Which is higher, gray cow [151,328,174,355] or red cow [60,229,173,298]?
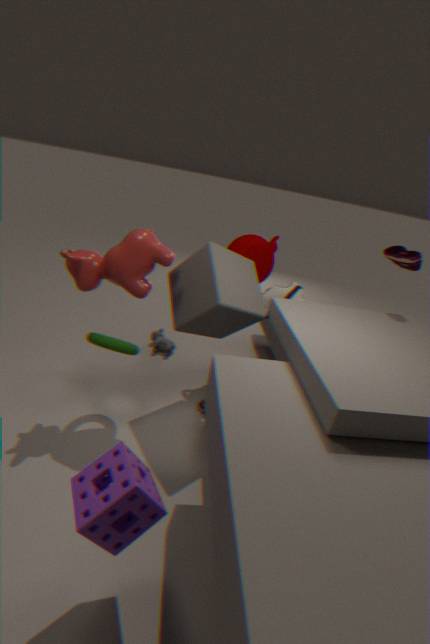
red cow [60,229,173,298]
